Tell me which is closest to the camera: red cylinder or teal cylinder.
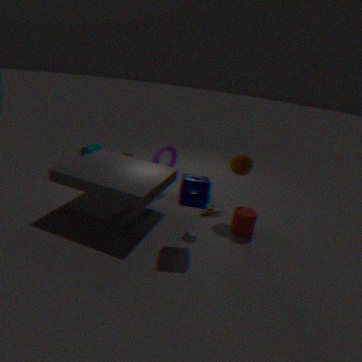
red cylinder
